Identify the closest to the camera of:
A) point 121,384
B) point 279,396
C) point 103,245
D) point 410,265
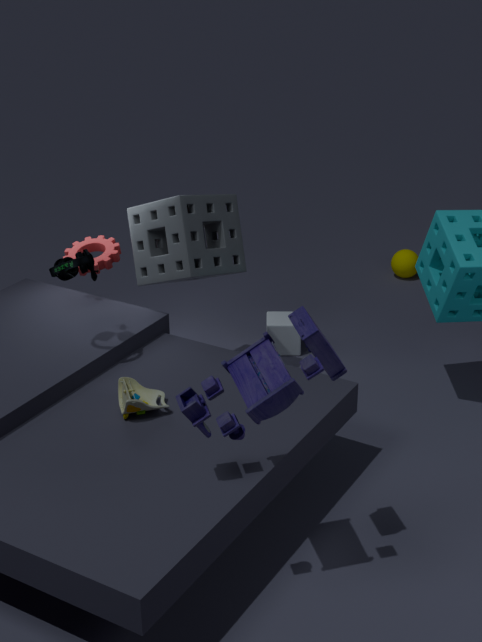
point 279,396
